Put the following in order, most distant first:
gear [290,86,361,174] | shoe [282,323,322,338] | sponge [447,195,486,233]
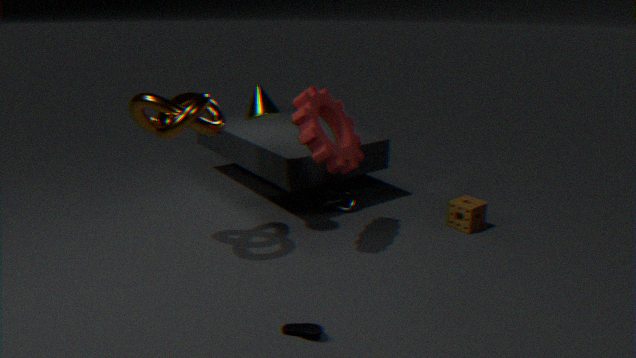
1. sponge [447,195,486,233]
2. gear [290,86,361,174]
3. shoe [282,323,322,338]
